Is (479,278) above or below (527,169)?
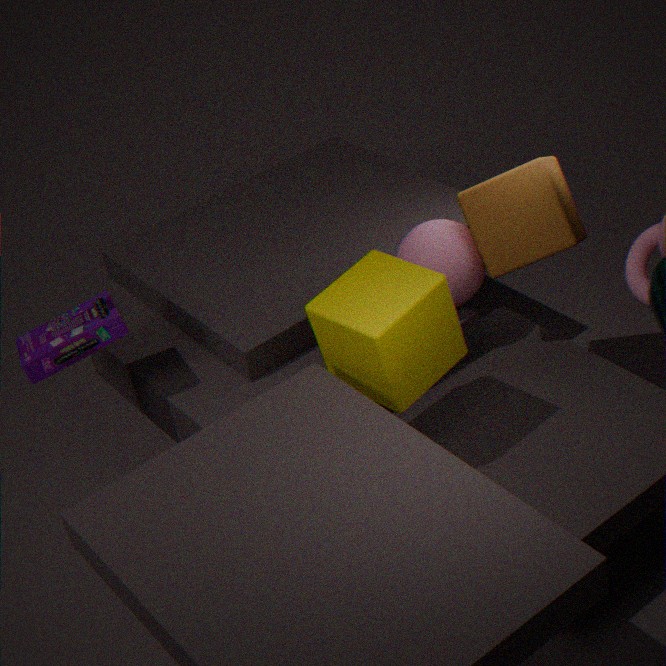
below
